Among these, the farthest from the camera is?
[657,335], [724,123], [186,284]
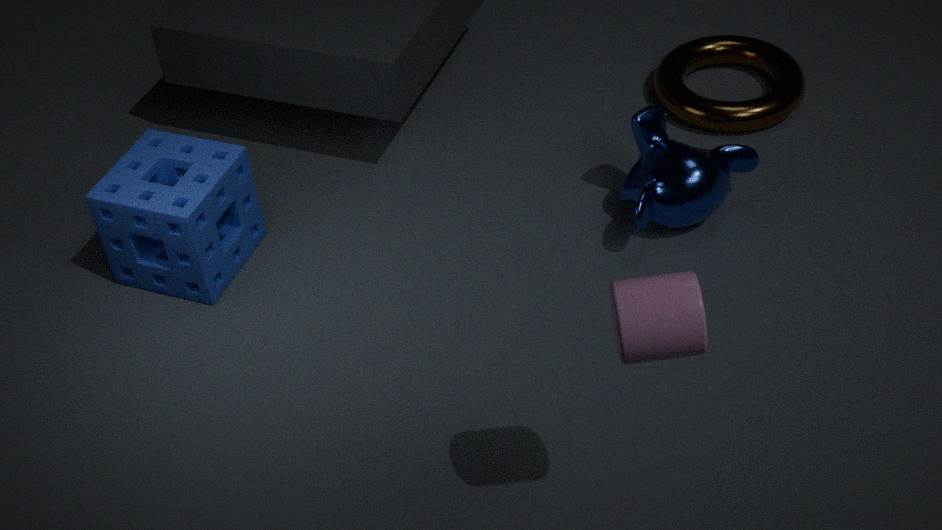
[724,123]
